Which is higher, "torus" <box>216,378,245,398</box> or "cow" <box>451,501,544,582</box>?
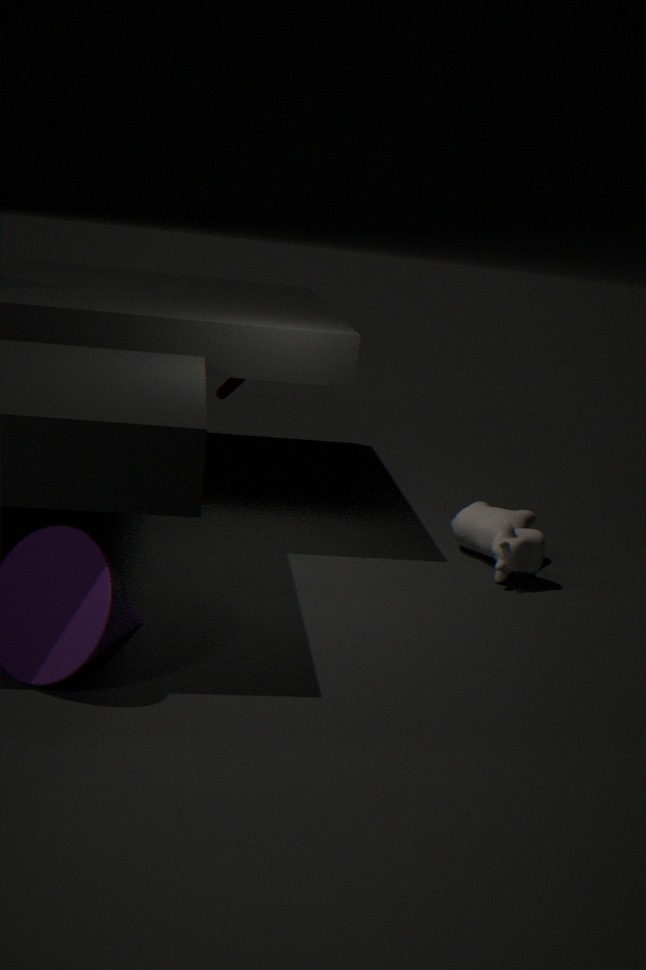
"torus" <box>216,378,245,398</box>
